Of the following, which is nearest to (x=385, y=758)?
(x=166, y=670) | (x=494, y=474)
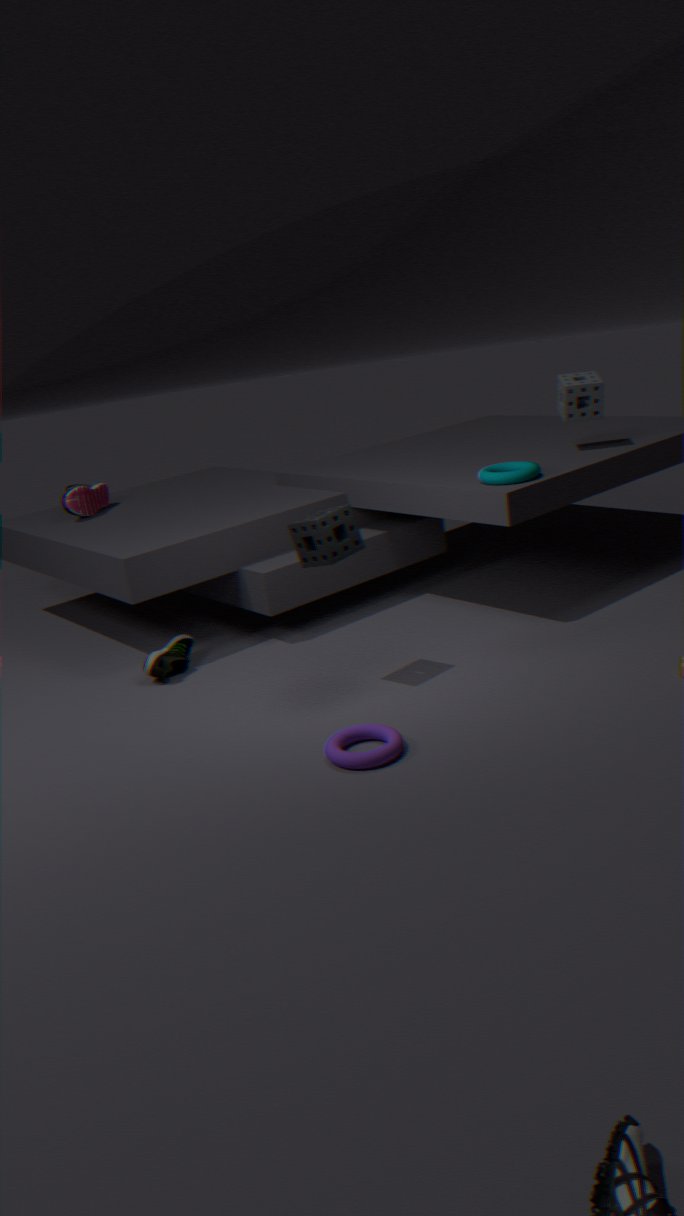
(x=166, y=670)
